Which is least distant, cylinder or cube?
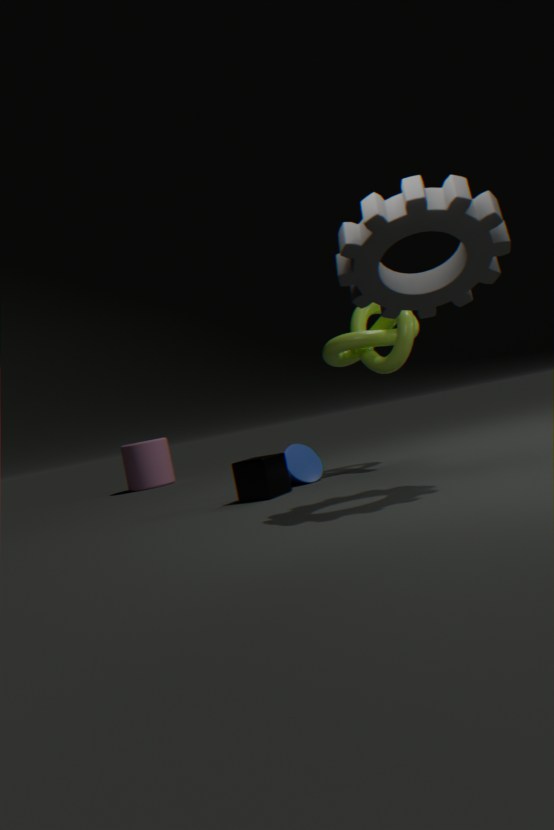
cube
